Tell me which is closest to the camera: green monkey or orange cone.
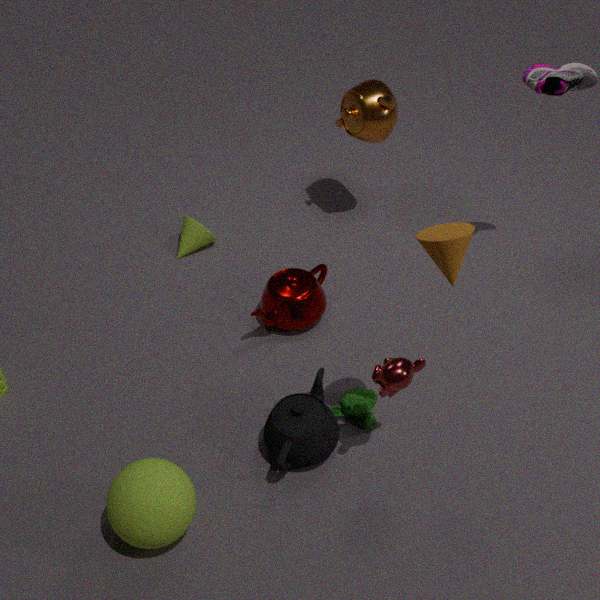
orange cone
